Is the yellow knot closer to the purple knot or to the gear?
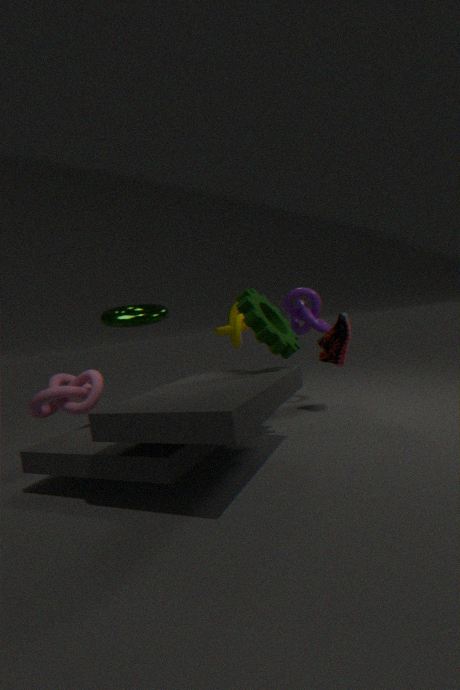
the purple knot
